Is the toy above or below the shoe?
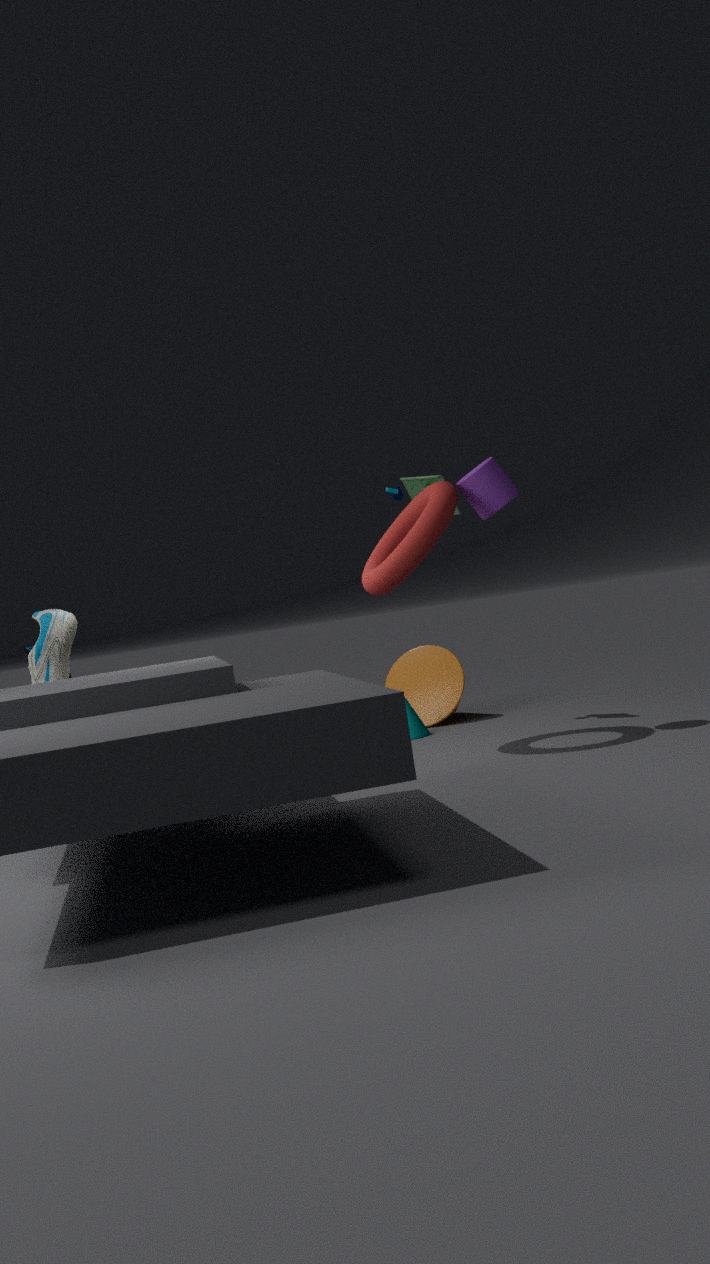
above
